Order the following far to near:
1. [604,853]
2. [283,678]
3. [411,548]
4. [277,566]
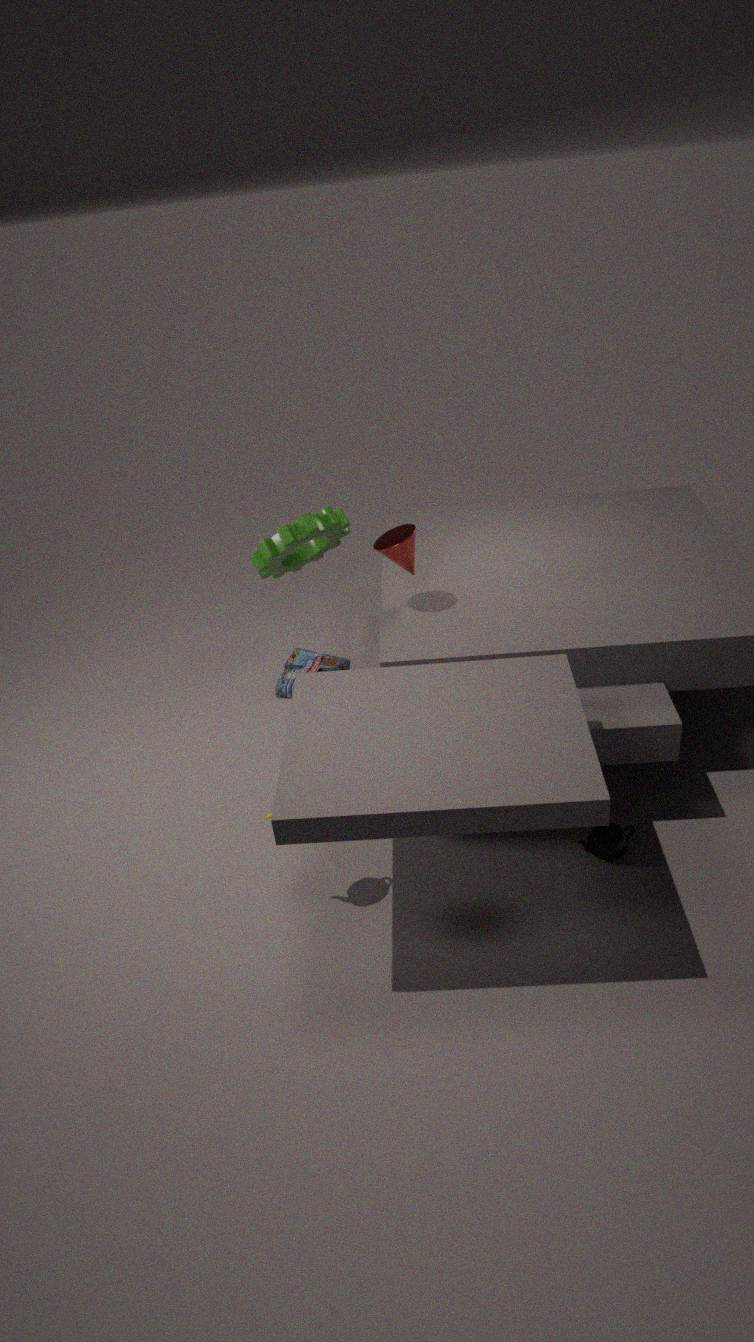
[283,678] → [277,566] → [411,548] → [604,853]
